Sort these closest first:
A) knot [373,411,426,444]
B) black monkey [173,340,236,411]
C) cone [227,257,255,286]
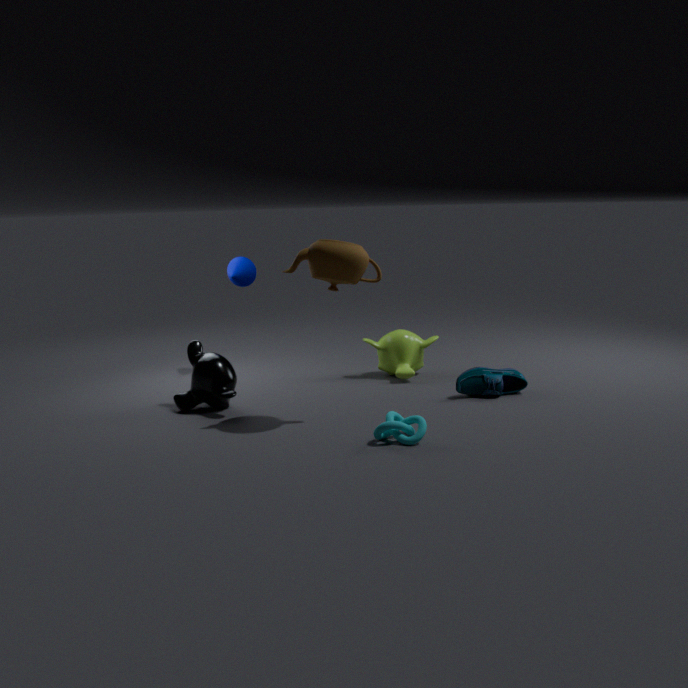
knot [373,411,426,444]
black monkey [173,340,236,411]
cone [227,257,255,286]
